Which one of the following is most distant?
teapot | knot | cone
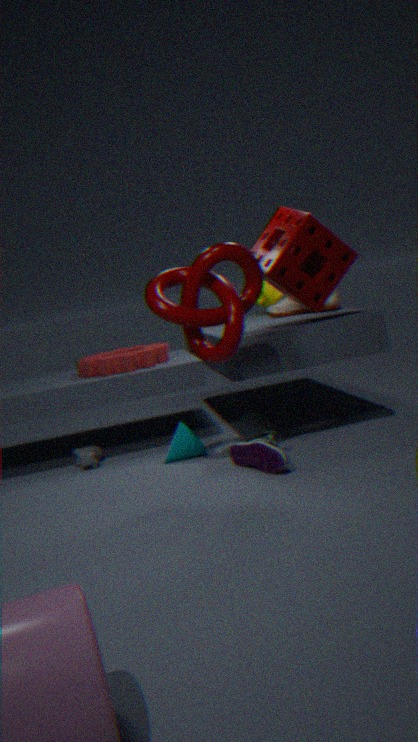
teapot
